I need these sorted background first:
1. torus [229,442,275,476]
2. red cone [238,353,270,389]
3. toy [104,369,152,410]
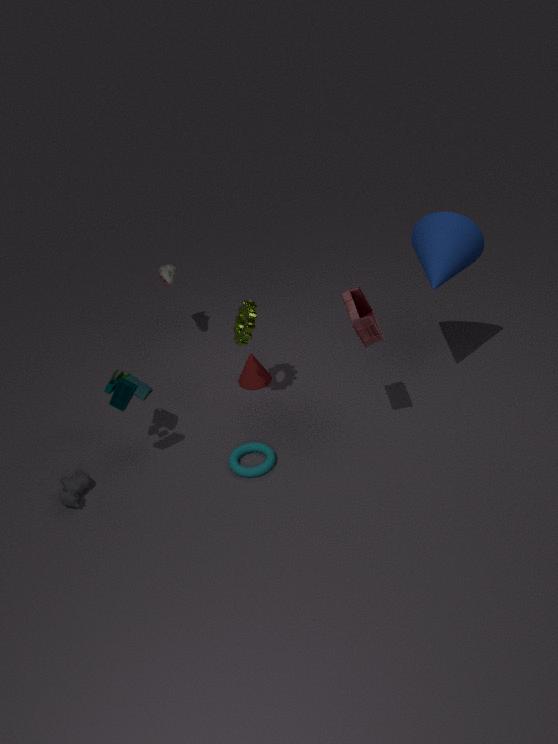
1. red cone [238,353,270,389]
2. torus [229,442,275,476]
3. toy [104,369,152,410]
